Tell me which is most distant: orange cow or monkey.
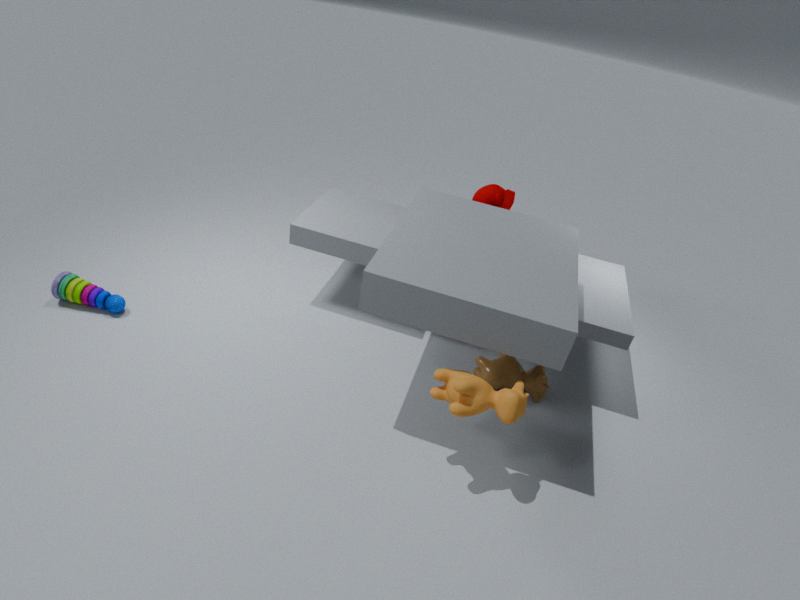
monkey
